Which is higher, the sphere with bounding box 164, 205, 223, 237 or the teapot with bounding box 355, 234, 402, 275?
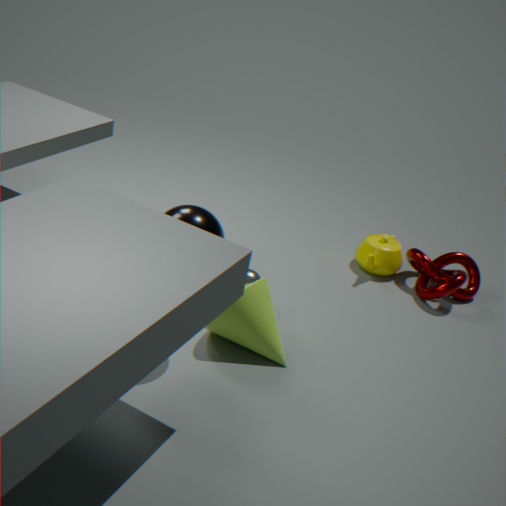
the sphere with bounding box 164, 205, 223, 237
